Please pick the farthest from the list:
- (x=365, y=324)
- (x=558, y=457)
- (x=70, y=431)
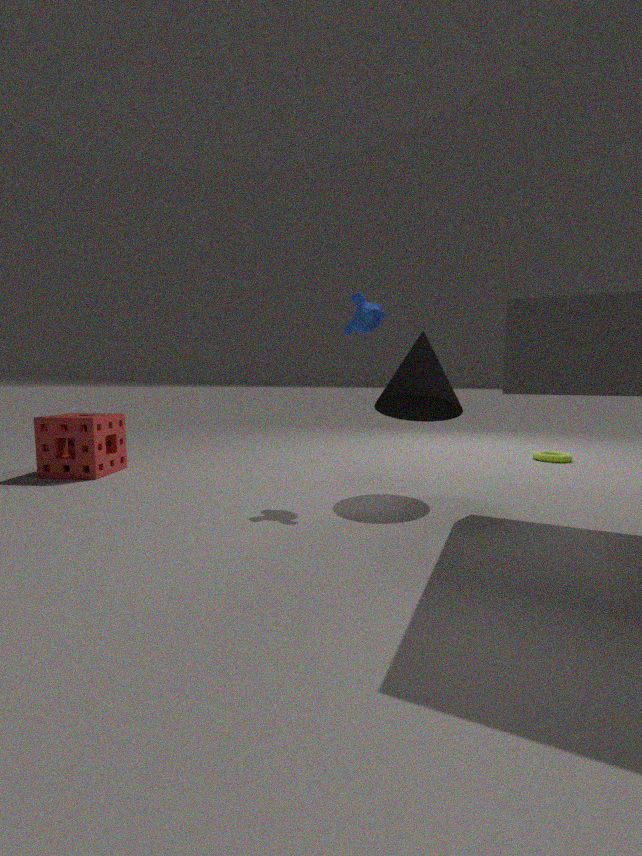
(x=558, y=457)
